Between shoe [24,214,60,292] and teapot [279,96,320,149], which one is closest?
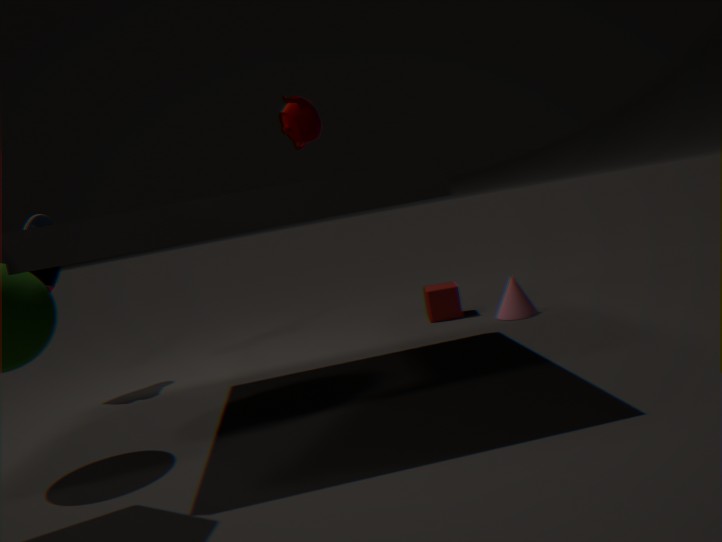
teapot [279,96,320,149]
